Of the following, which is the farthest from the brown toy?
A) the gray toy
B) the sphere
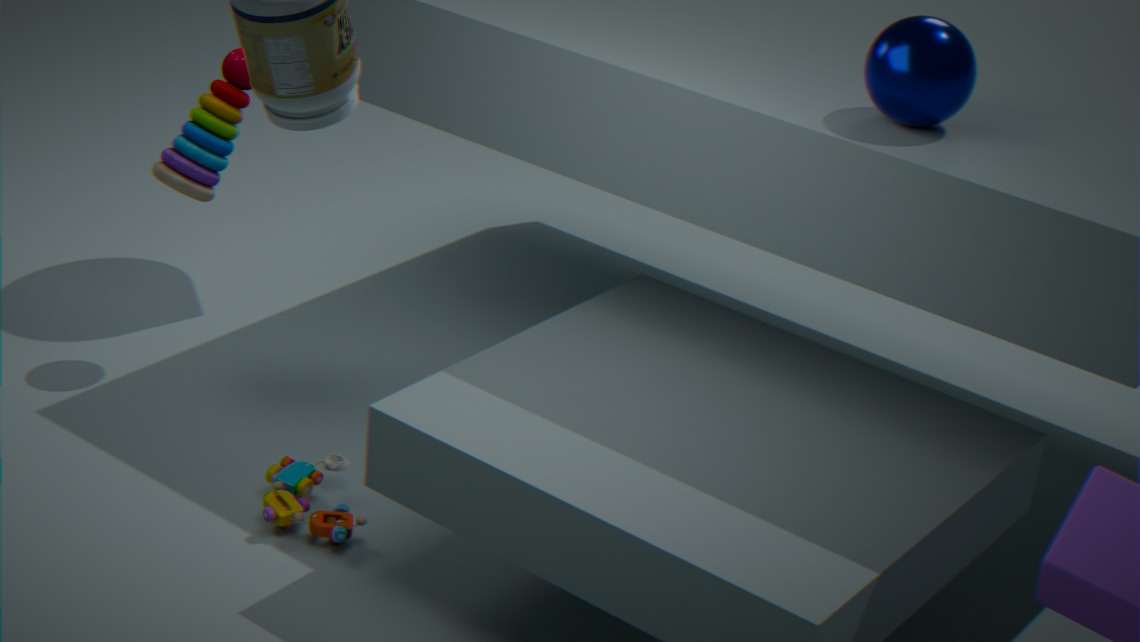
the sphere
